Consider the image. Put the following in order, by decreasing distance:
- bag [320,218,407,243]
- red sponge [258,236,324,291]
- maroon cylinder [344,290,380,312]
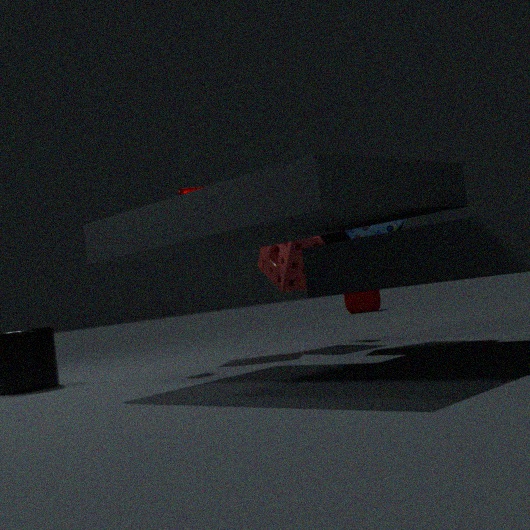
1. maroon cylinder [344,290,380,312]
2. red sponge [258,236,324,291]
3. bag [320,218,407,243]
